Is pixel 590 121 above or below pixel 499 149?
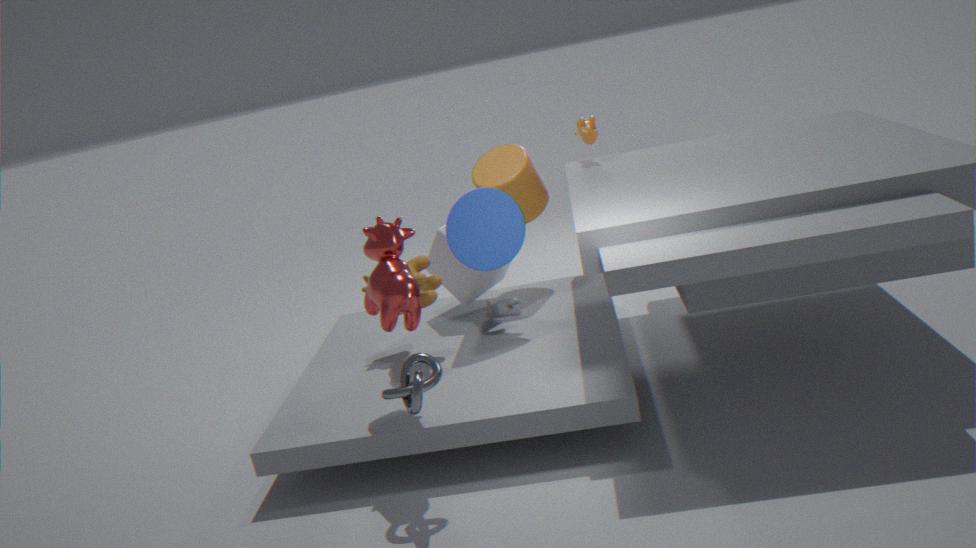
above
